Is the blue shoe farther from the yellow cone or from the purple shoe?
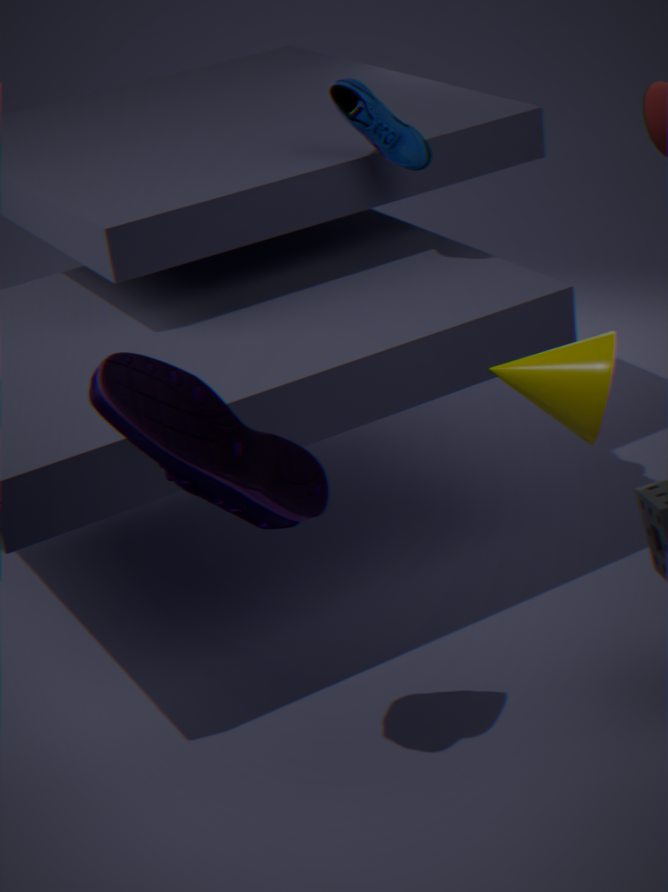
the purple shoe
